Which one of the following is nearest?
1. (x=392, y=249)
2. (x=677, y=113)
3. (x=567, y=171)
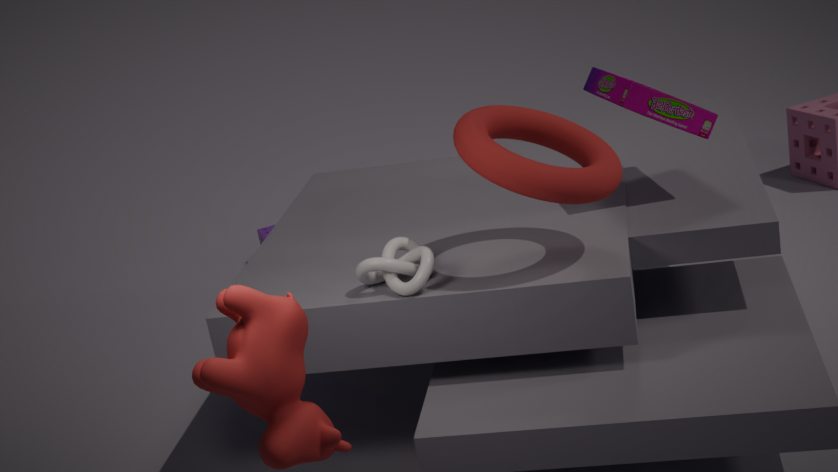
(x=567, y=171)
